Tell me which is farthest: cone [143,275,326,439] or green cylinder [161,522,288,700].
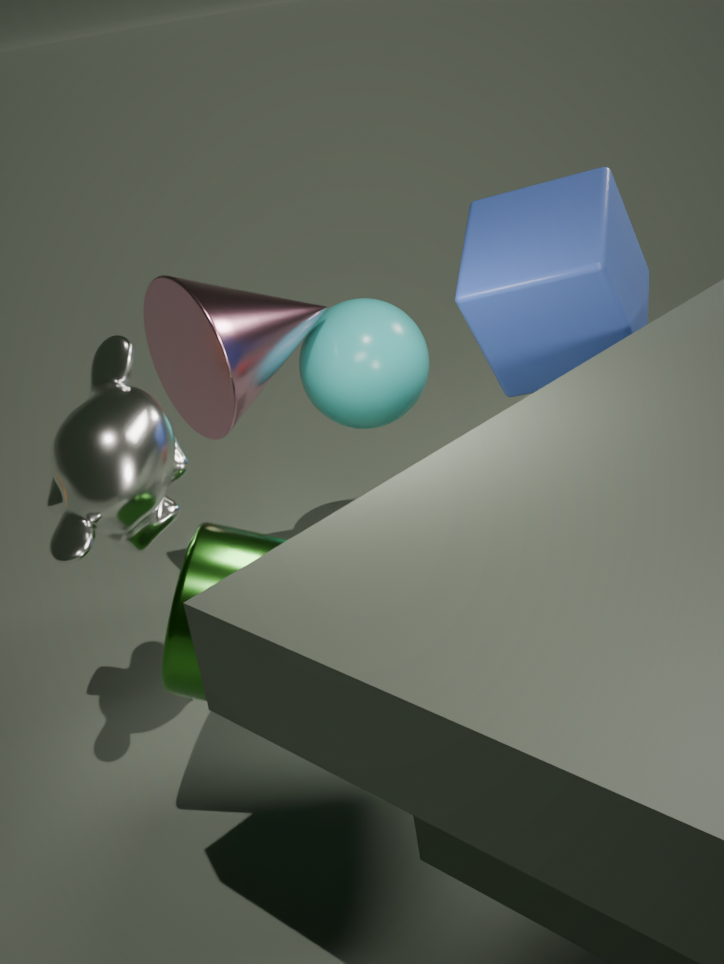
cone [143,275,326,439]
